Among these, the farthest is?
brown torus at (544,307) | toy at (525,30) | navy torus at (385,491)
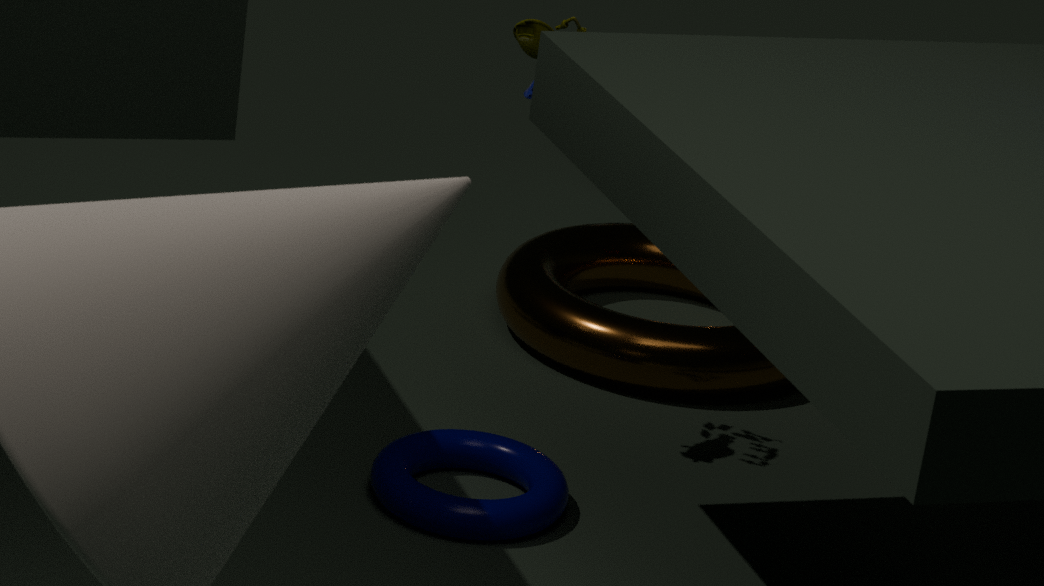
brown torus at (544,307)
